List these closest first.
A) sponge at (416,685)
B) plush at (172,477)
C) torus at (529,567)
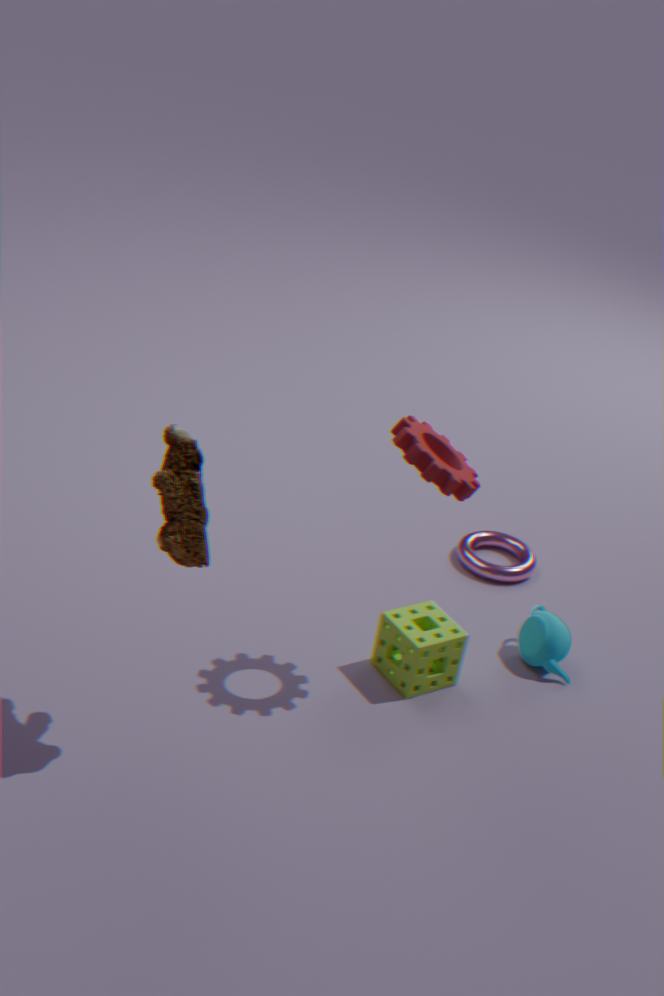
plush at (172,477), sponge at (416,685), torus at (529,567)
